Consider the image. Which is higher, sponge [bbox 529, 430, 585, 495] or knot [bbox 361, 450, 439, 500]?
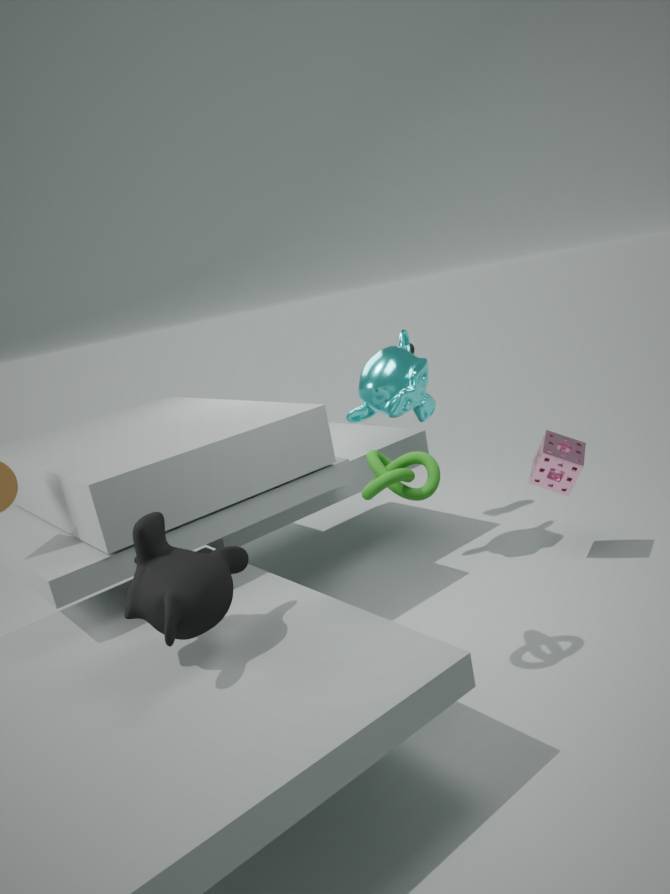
knot [bbox 361, 450, 439, 500]
